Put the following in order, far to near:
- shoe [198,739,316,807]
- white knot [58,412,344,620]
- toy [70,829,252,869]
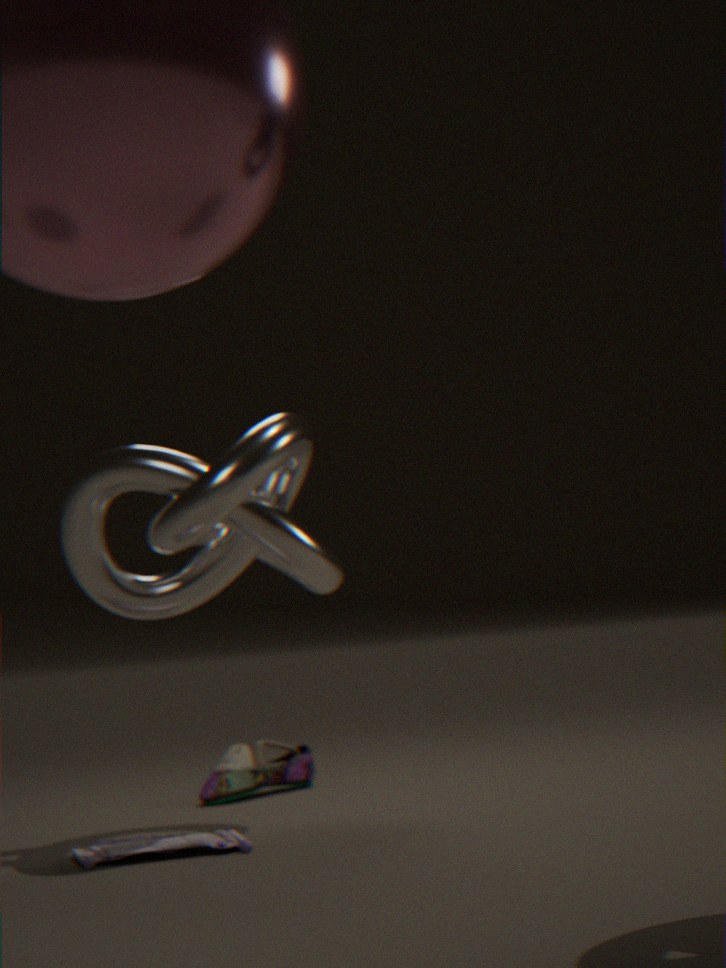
1. shoe [198,739,316,807]
2. white knot [58,412,344,620]
3. toy [70,829,252,869]
